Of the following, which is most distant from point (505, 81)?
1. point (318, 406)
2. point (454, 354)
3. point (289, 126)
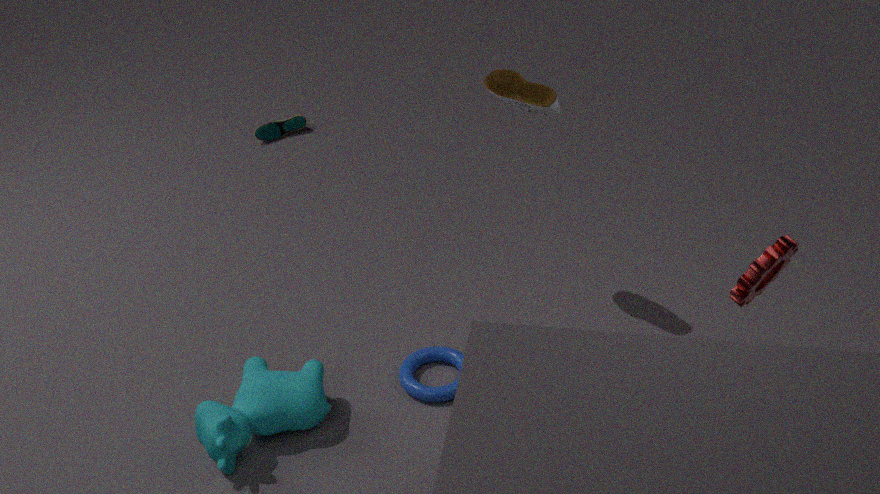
point (289, 126)
